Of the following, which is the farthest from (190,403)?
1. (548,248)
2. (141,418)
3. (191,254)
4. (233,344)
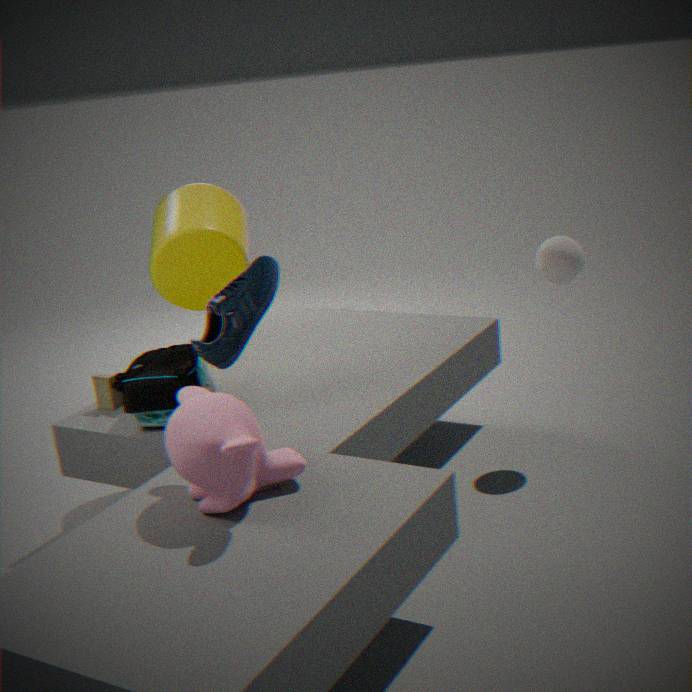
(548,248)
